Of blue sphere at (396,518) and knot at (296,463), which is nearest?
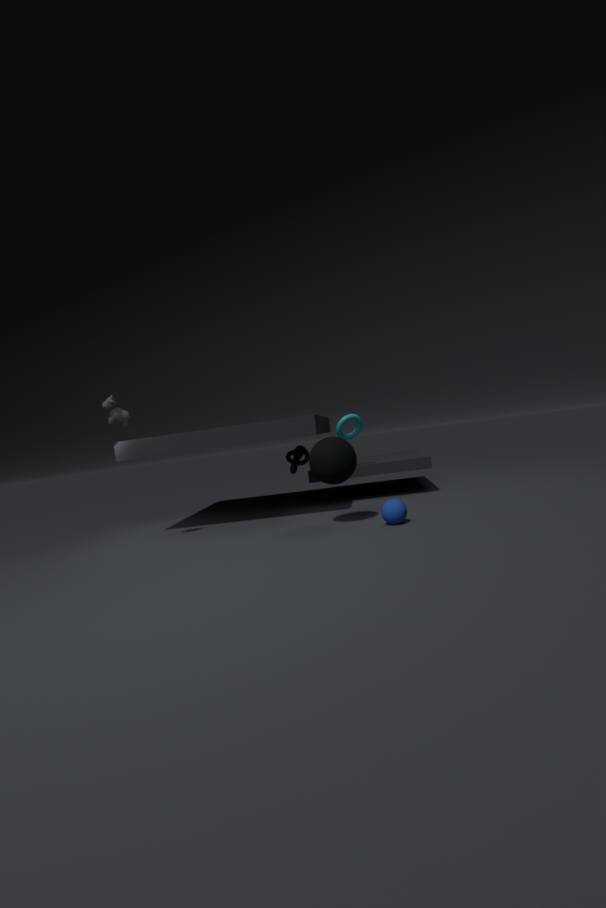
blue sphere at (396,518)
